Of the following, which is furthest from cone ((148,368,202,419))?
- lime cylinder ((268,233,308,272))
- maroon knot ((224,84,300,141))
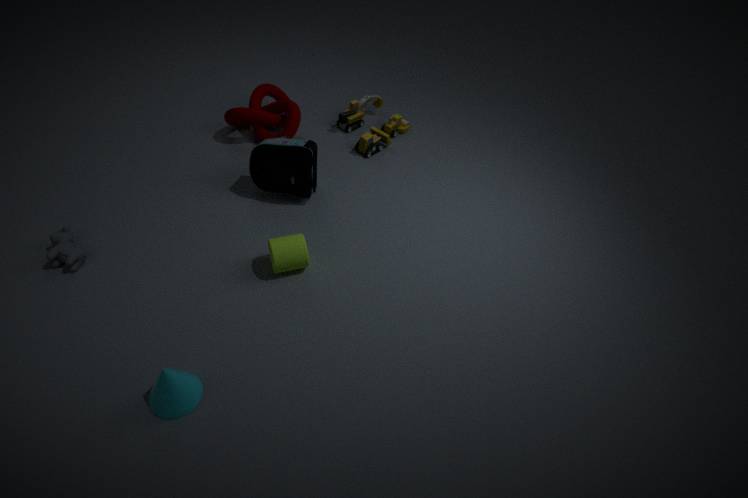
maroon knot ((224,84,300,141))
